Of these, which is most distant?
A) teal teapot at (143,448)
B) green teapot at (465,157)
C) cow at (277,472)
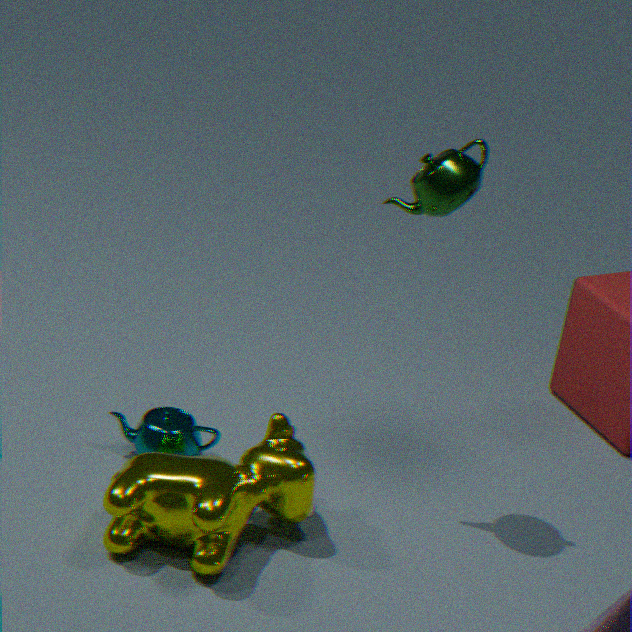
teal teapot at (143,448)
